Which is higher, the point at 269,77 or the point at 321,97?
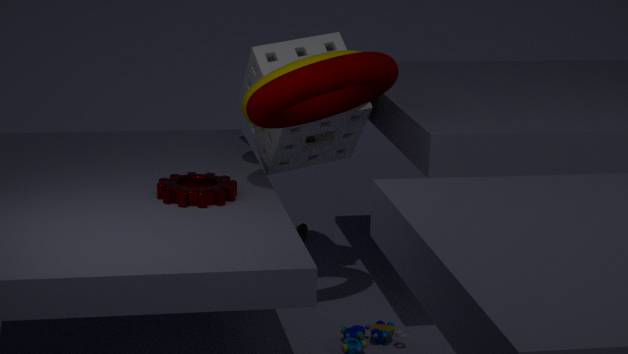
the point at 321,97
